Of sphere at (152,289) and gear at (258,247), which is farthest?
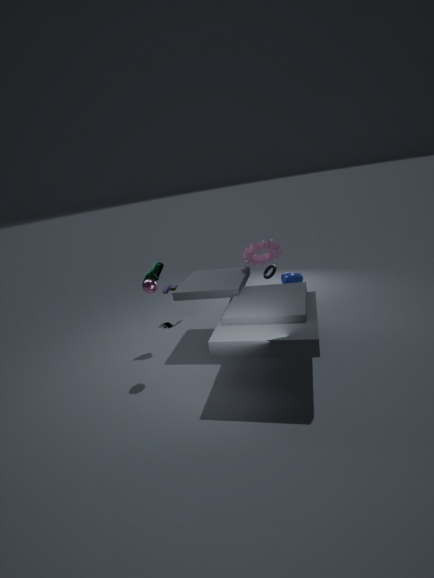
gear at (258,247)
